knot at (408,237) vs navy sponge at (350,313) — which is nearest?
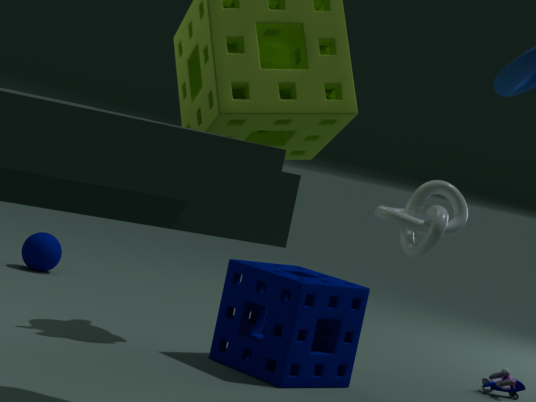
knot at (408,237)
